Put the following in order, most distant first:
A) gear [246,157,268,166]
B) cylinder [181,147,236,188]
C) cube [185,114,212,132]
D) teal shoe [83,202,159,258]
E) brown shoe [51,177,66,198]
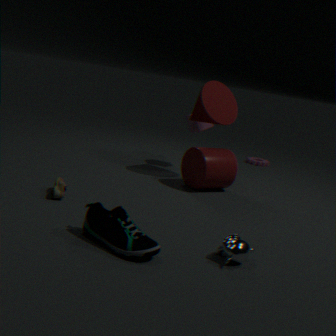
gear [246,157,268,166]
cube [185,114,212,132]
cylinder [181,147,236,188]
brown shoe [51,177,66,198]
teal shoe [83,202,159,258]
